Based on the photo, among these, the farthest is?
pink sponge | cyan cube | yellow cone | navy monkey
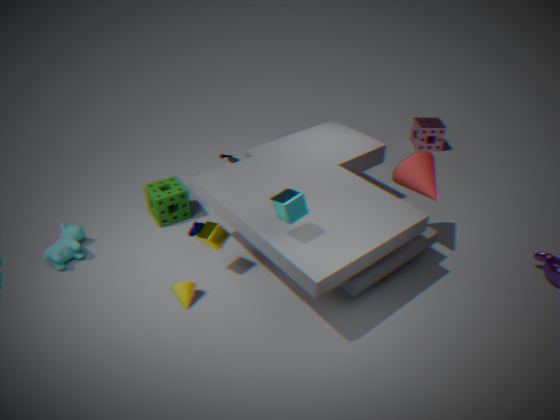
pink sponge
